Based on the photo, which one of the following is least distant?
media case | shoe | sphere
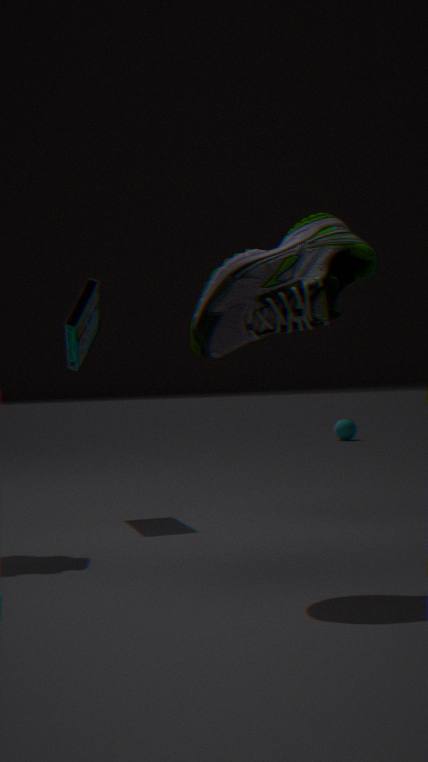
shoe
